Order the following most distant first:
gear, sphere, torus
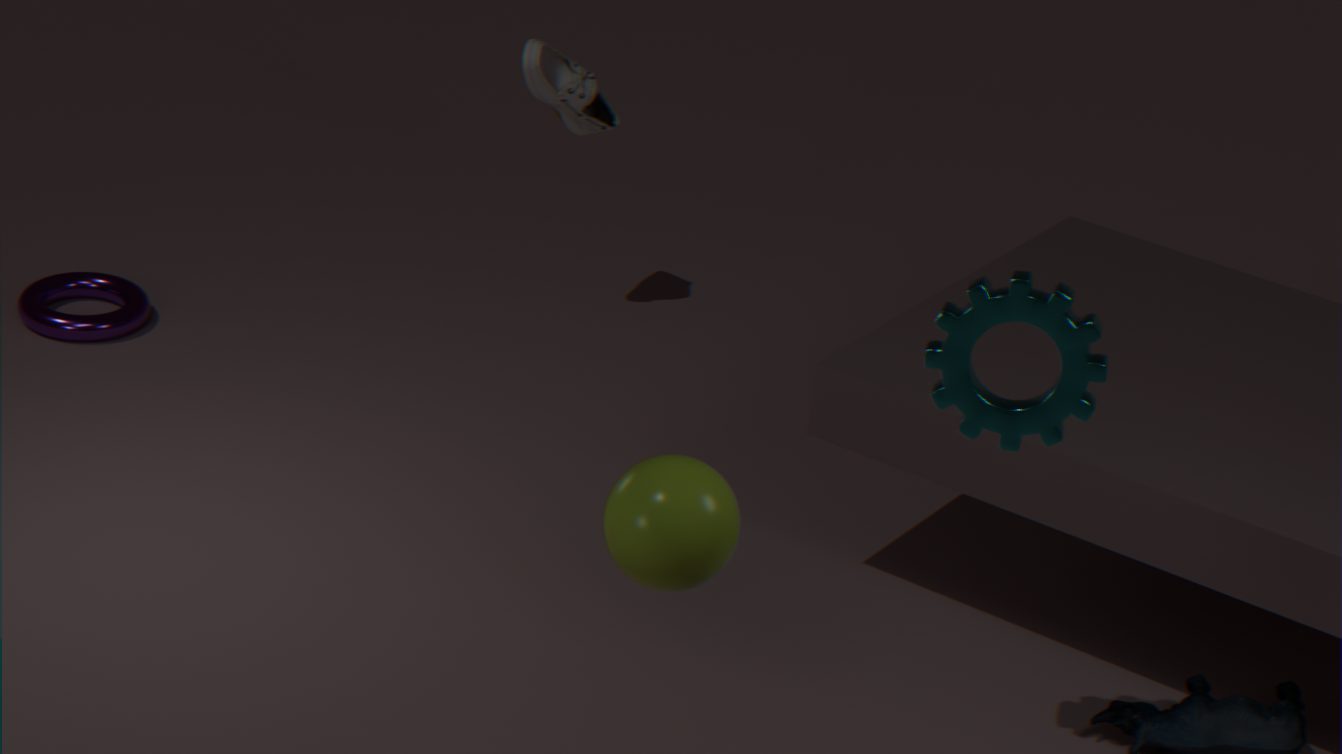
1. torus
2. gear
3. sphere
